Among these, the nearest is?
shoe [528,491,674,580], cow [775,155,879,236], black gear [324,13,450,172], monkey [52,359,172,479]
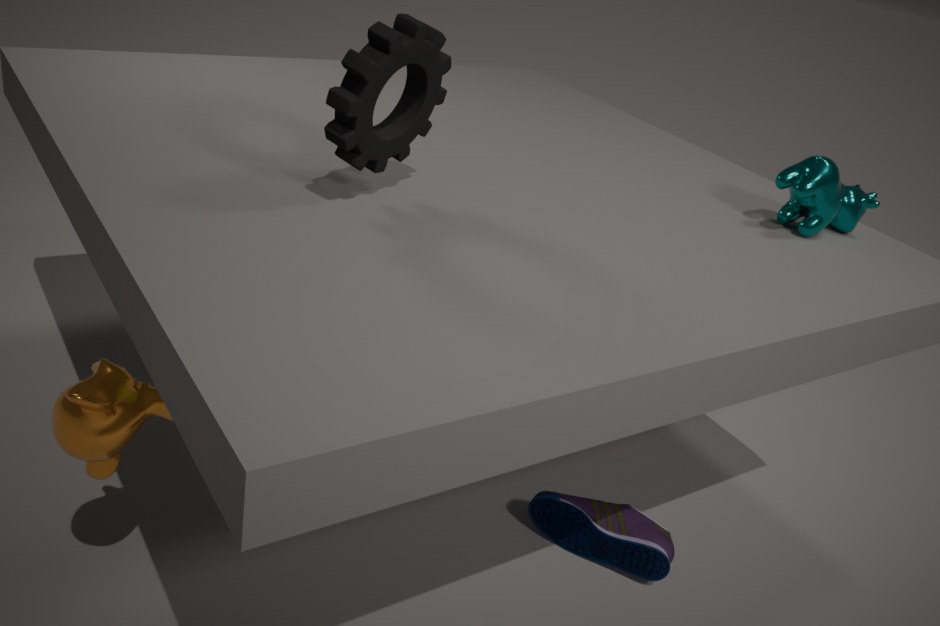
monkey [52,359,172,479]
